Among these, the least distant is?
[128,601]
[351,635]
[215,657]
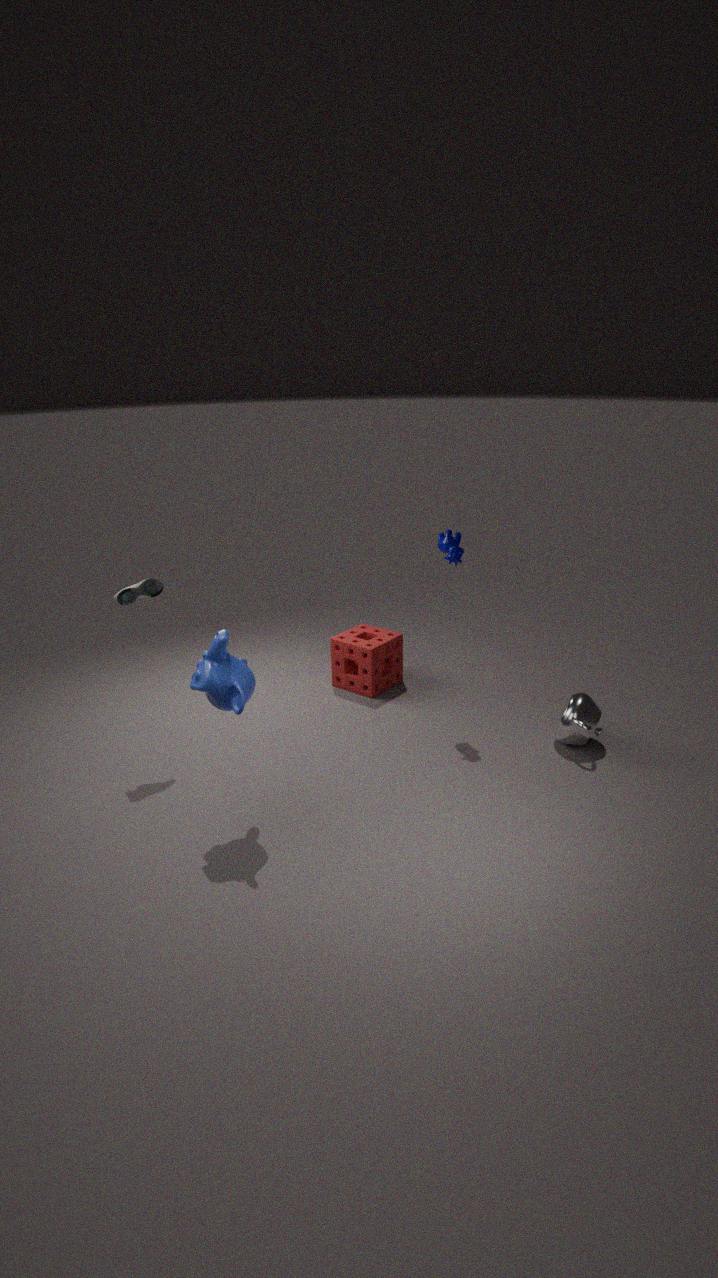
[215,657]
